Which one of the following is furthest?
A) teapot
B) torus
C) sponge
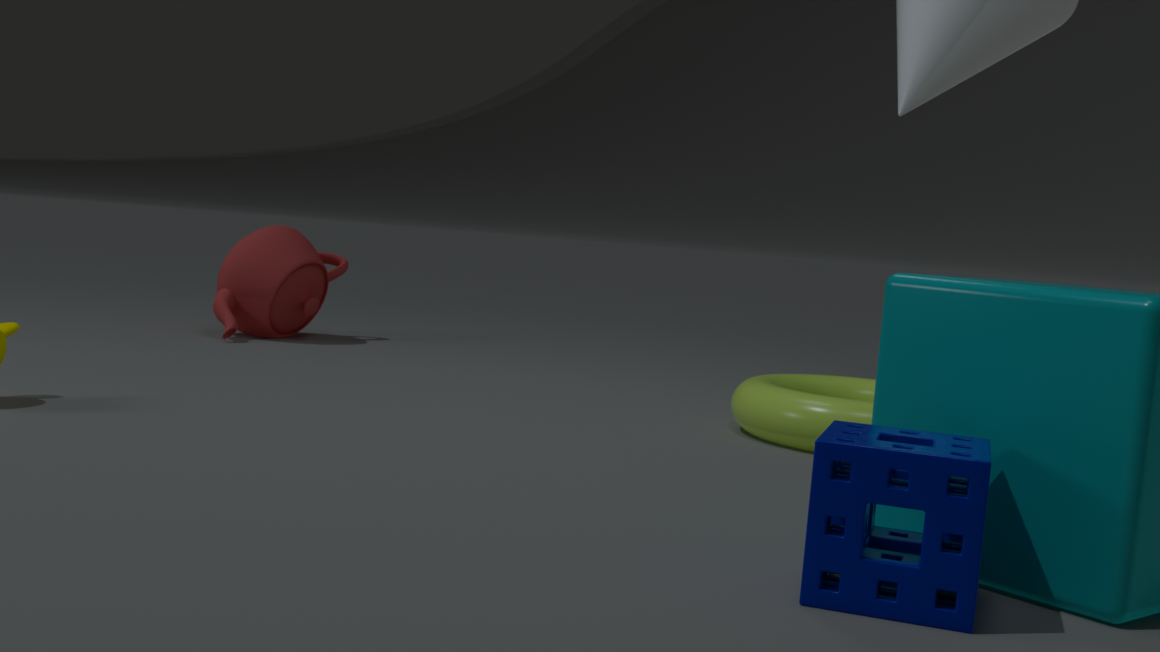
teapot
